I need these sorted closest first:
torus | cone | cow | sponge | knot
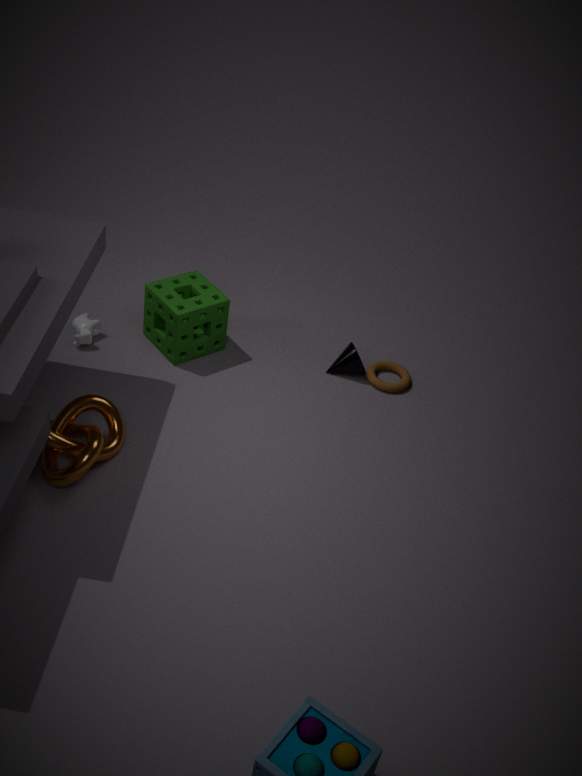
1. knot
2. sponge
3. cow
4. cone
5. torus
